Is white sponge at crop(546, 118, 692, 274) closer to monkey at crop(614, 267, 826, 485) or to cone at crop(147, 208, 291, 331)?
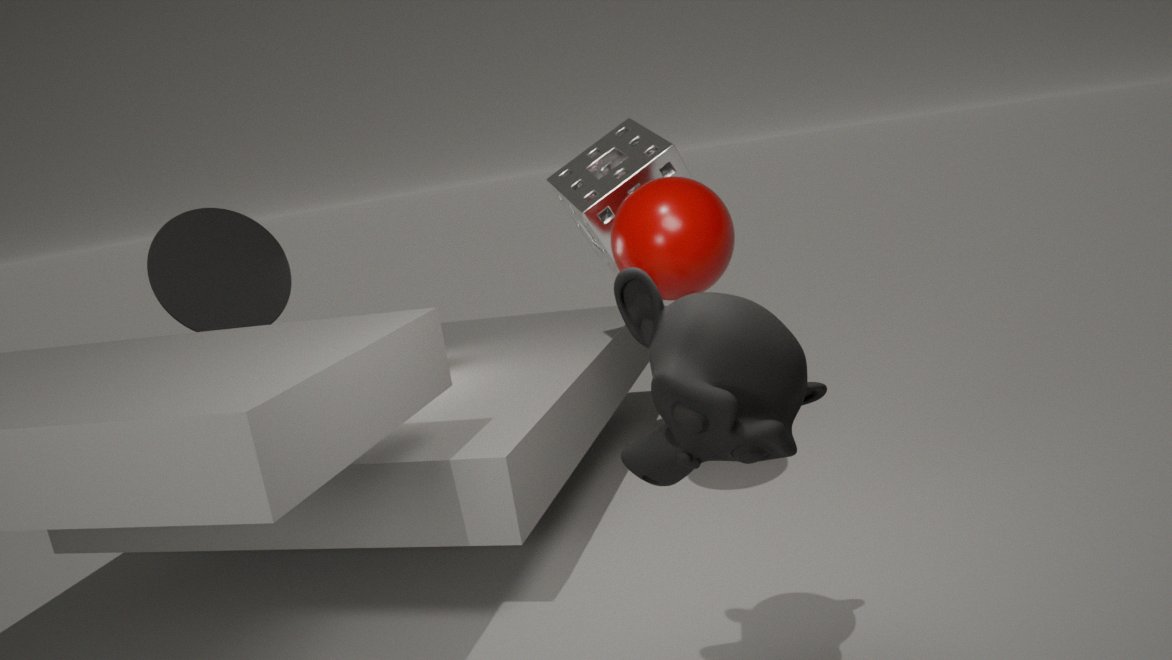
cone at crop(147, 208, 291, 331)
